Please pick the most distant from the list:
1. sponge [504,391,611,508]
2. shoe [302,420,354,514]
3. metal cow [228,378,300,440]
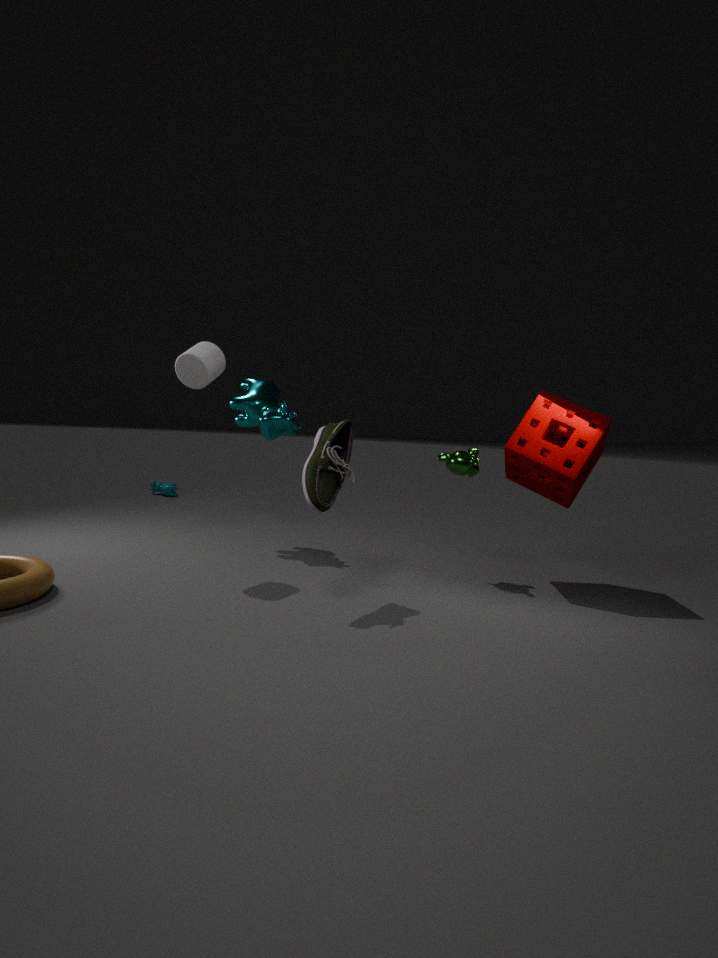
metal cow [228,378,300,440]
